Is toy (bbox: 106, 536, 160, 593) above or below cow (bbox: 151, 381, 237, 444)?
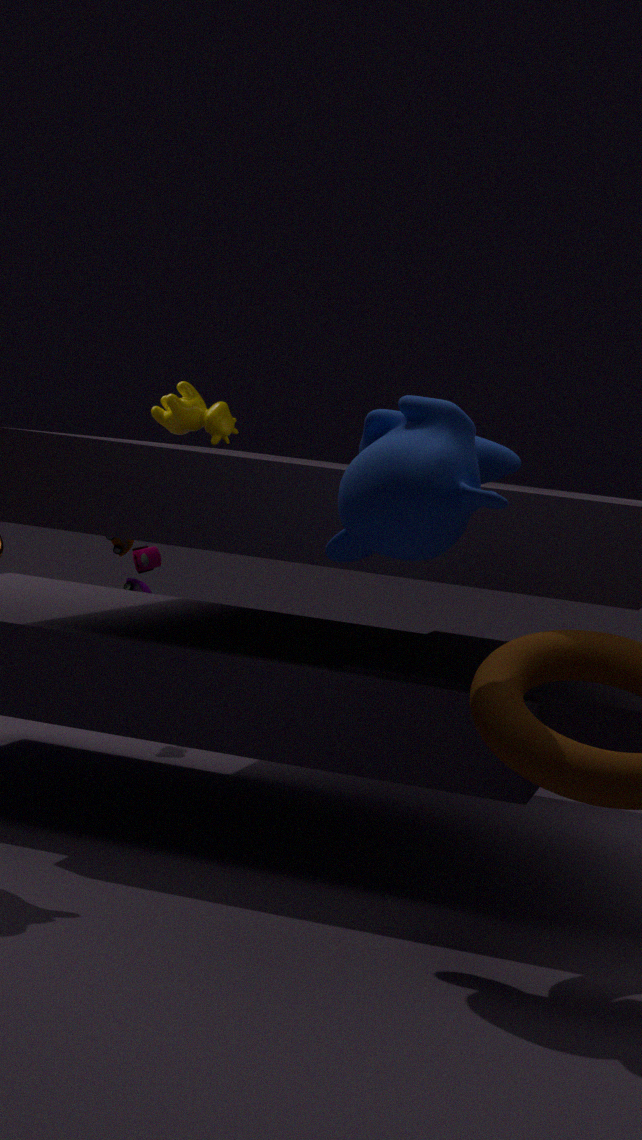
below
